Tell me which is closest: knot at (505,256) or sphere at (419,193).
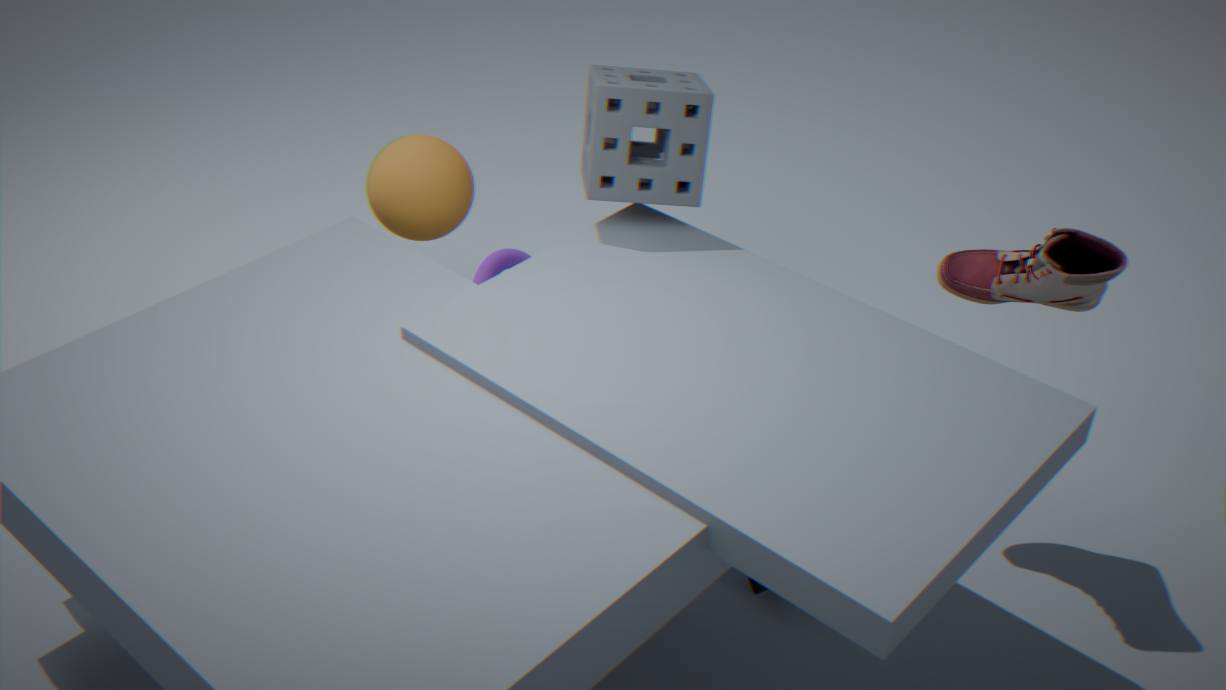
sphere at (419,193)
